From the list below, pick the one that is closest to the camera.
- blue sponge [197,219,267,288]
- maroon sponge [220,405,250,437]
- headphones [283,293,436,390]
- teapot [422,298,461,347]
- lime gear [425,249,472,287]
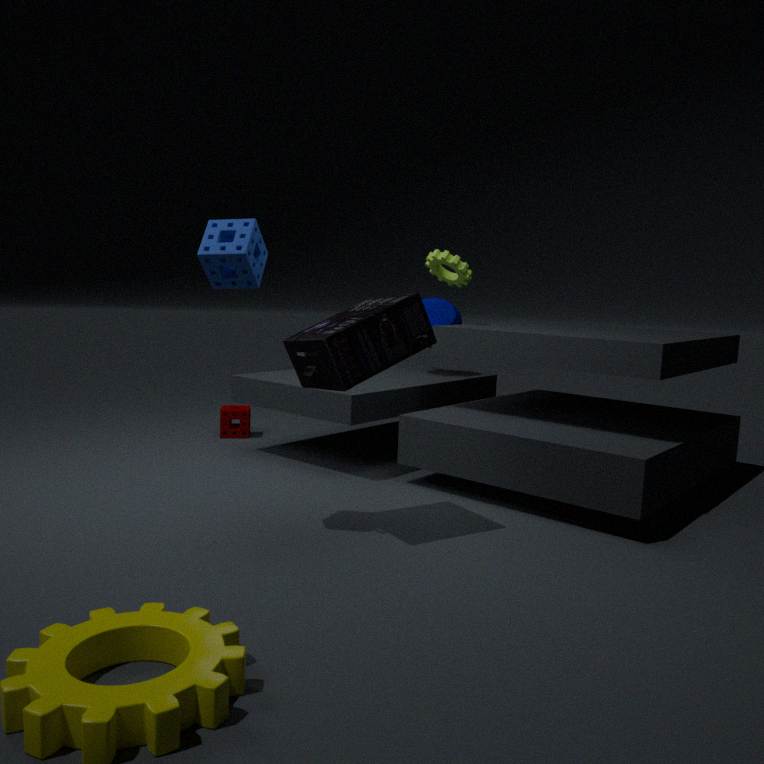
blue sponge [197,219,267,288]
